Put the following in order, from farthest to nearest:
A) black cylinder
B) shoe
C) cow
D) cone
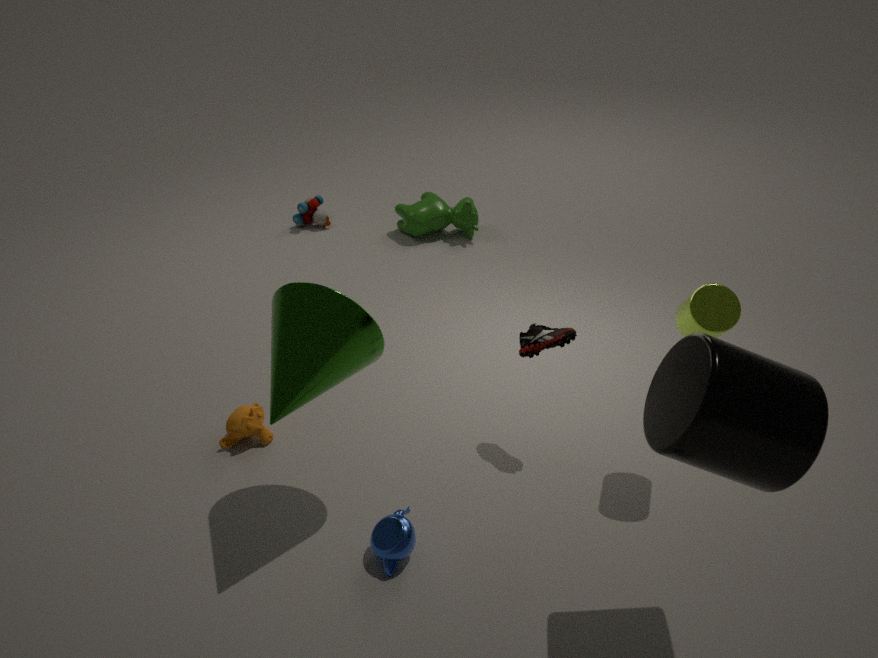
1. cow
2. shoe
3. cone
4. black cylinder
